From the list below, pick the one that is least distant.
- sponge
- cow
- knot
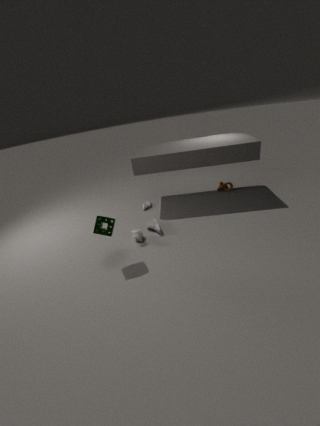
sponge
